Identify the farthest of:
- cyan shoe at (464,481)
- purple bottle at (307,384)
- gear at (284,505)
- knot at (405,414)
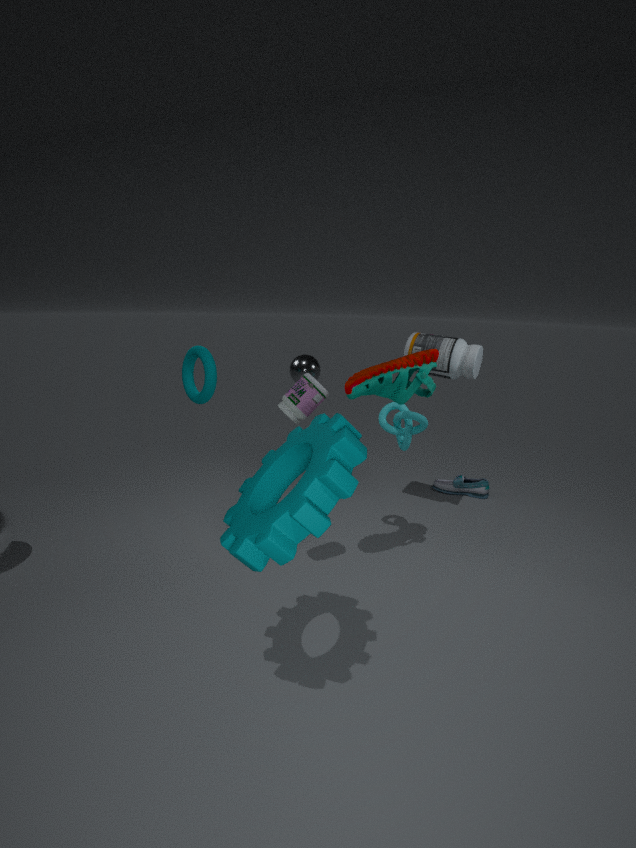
cyan shoe at (464,481)
